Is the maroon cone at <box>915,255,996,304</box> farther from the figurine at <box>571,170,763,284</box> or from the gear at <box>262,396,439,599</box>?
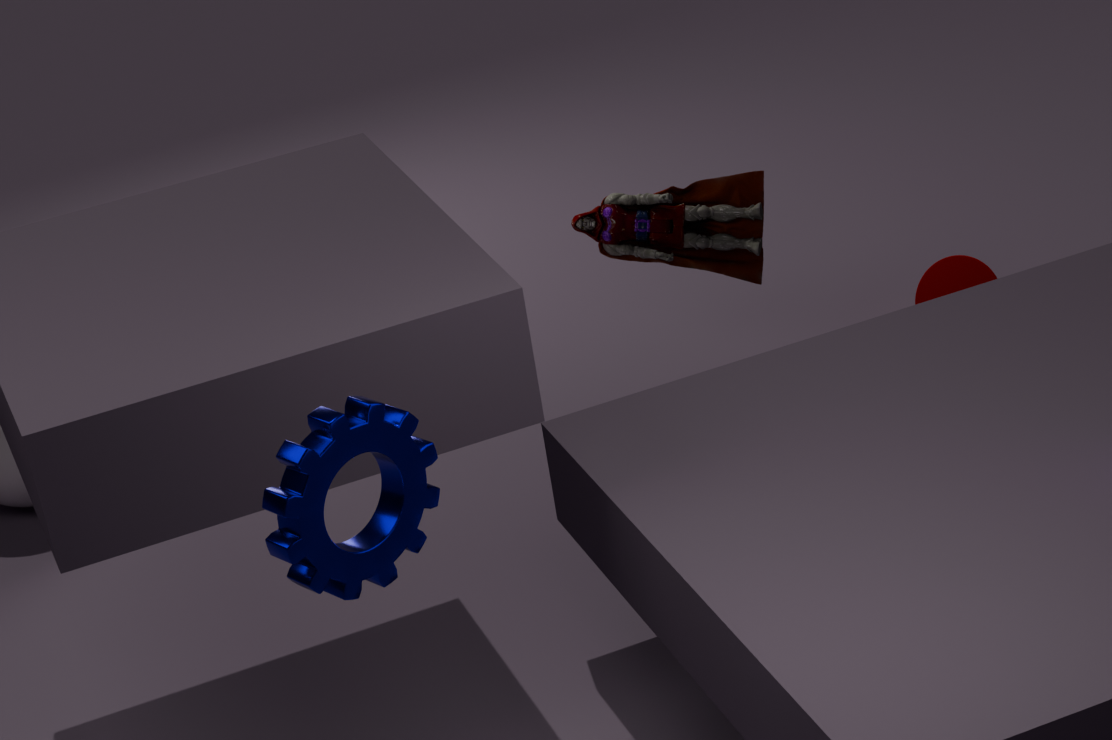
the gear at <box>262,396,439,599</box>
